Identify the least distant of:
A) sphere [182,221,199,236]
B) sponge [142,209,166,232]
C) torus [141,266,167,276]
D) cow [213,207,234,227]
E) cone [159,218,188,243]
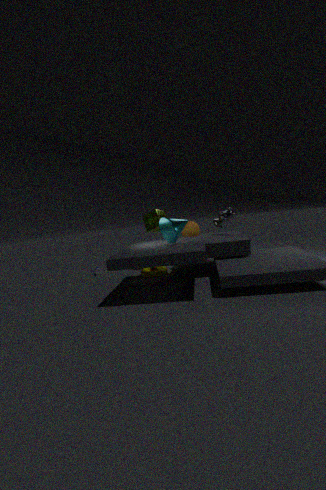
cone [159,218,188,243]
